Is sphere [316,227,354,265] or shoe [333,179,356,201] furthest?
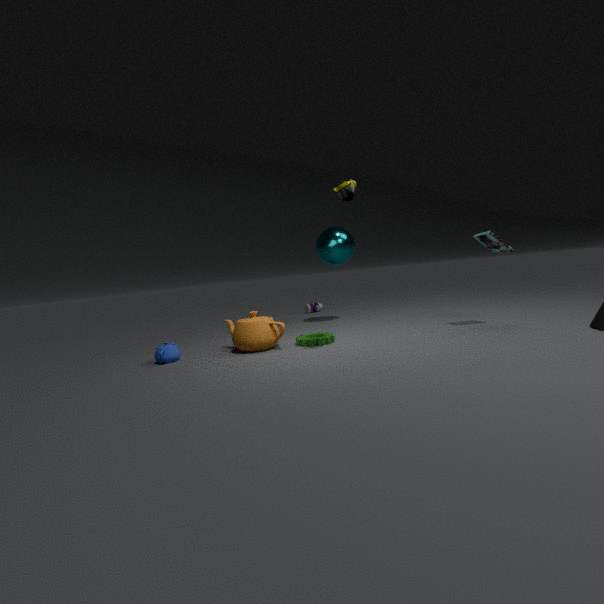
sphere [316,227,354,265]
